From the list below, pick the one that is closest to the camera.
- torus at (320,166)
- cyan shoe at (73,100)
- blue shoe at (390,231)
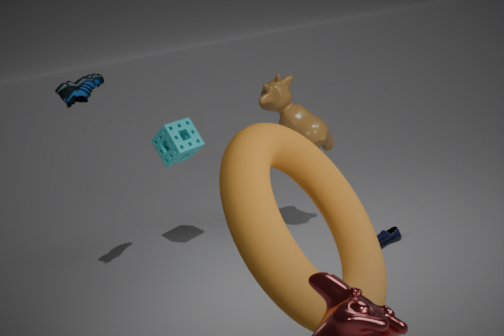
torus at (320,166)
